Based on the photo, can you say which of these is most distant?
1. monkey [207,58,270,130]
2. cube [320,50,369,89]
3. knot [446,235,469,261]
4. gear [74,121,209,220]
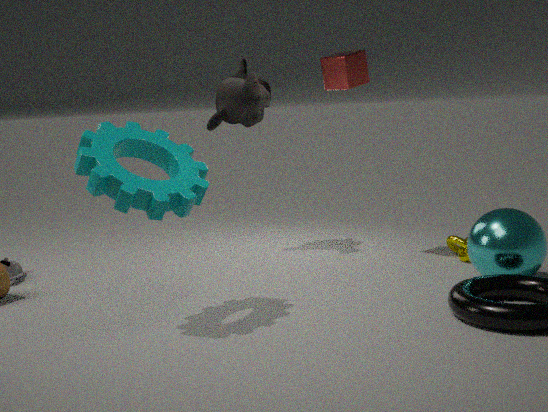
monkey [207,58,270,130]
